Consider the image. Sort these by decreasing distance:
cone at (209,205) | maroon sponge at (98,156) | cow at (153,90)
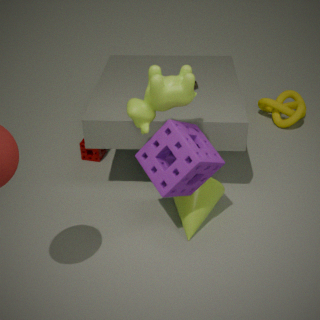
maroon sponge at (98,156), cone at (209,205), cow at (153,90)
